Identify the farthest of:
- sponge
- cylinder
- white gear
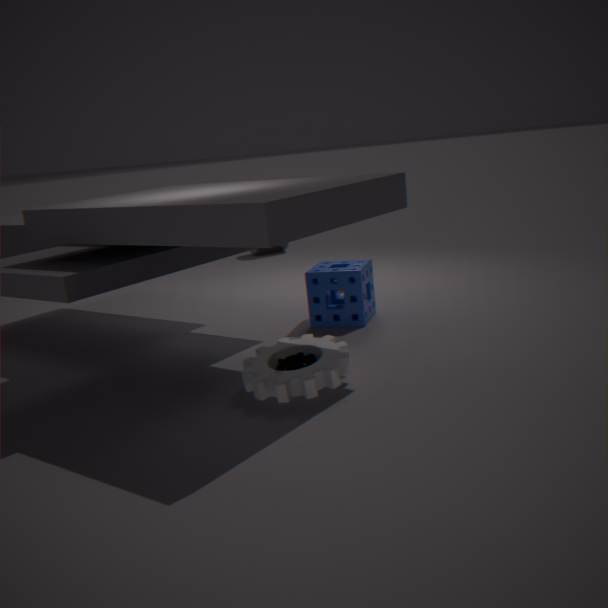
cylinder
